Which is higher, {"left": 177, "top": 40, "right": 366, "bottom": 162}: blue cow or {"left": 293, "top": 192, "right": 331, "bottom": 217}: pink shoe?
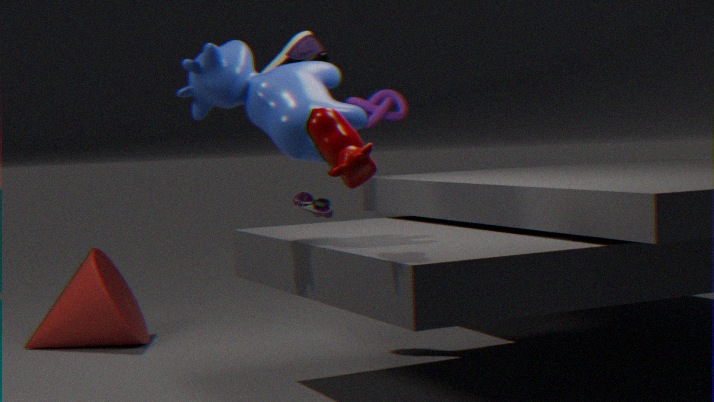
{"left": 177, "top": 40, "right": 366, "bottom": 162}: blue cow
